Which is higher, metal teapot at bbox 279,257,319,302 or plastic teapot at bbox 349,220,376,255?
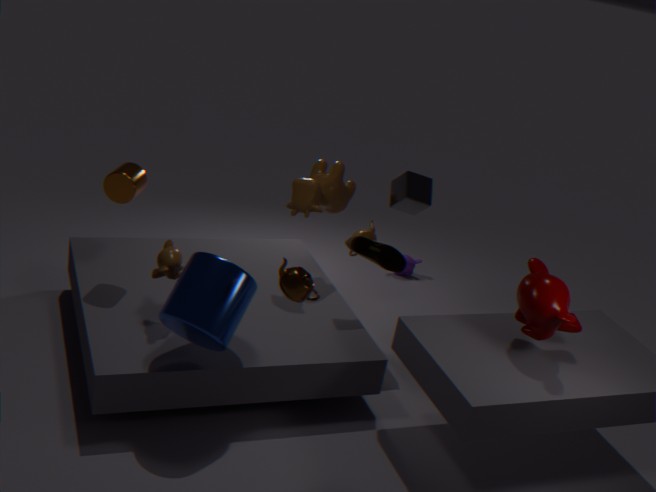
metal teapot at bbox 279,257,319,302
